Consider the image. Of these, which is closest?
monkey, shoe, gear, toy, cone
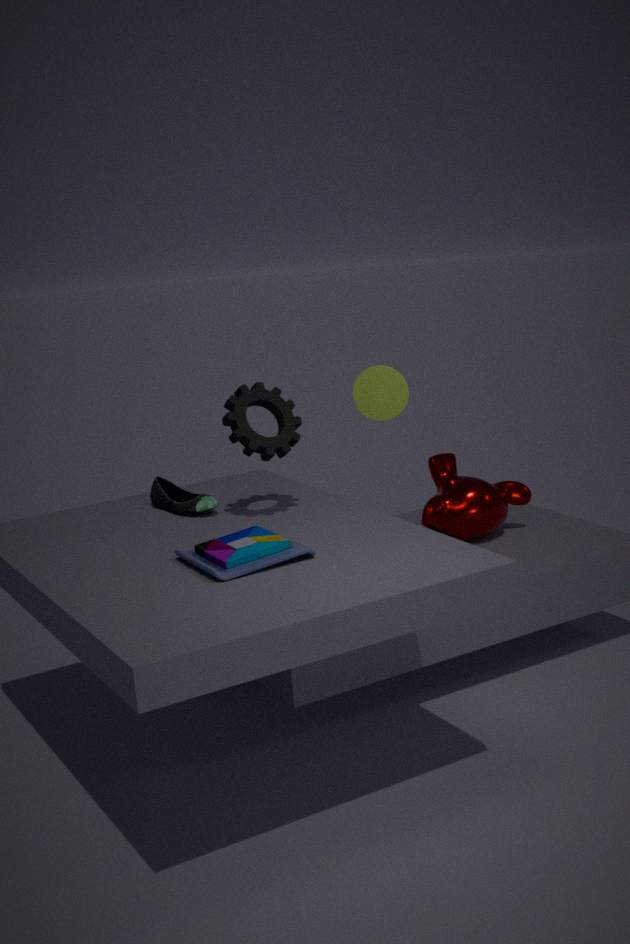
toy
